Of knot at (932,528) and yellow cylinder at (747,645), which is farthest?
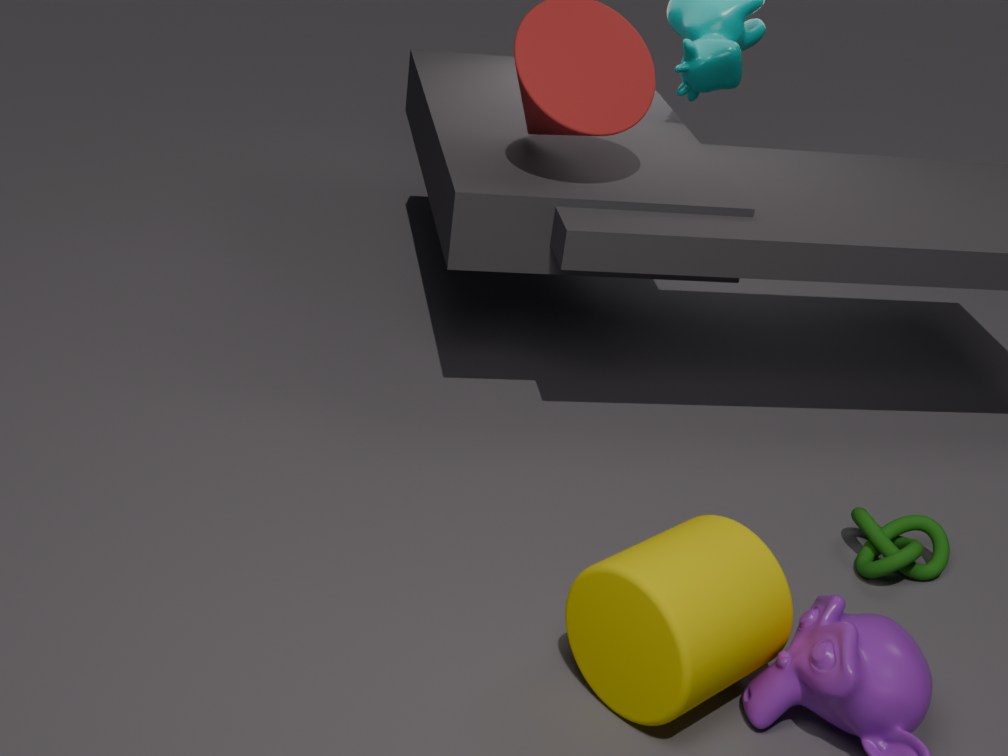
knot at (932,528)
